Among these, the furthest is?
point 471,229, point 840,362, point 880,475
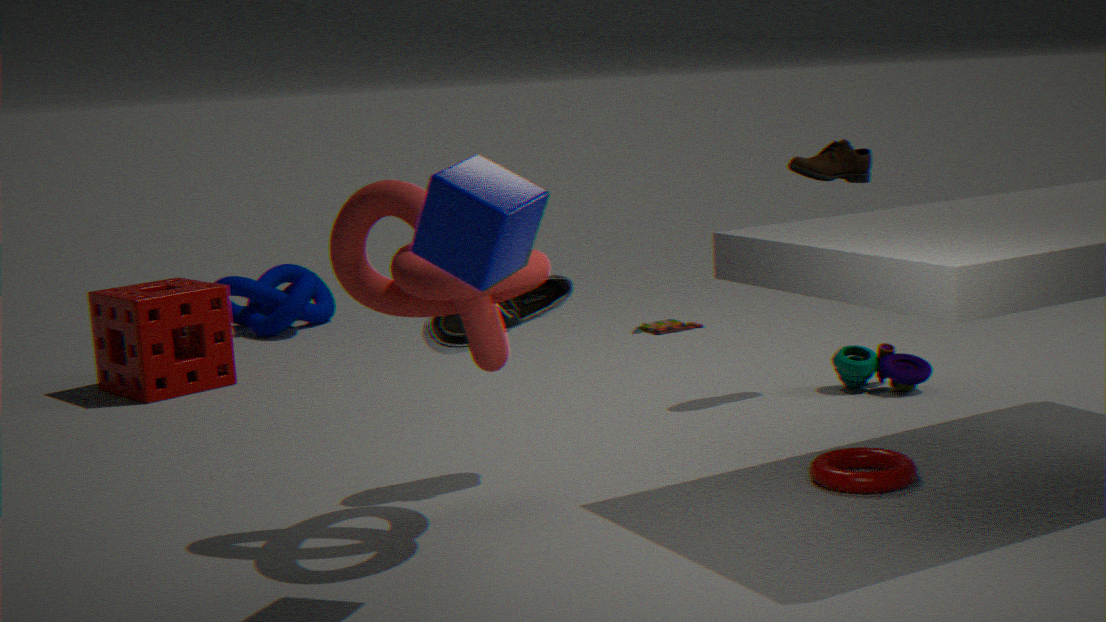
point 840,362
